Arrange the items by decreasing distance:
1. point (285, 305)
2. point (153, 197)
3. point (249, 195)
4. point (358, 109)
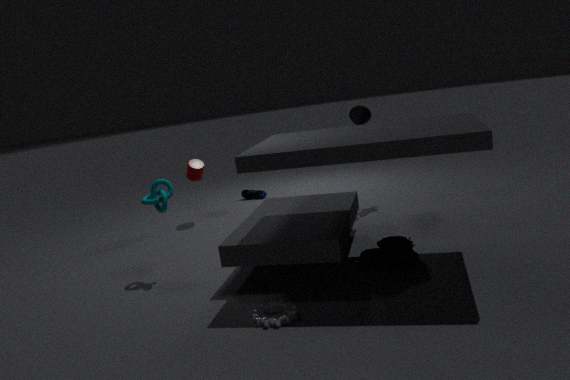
point (249, 195) < point (358, 109) < point (153, 197) < point (285, 305)
